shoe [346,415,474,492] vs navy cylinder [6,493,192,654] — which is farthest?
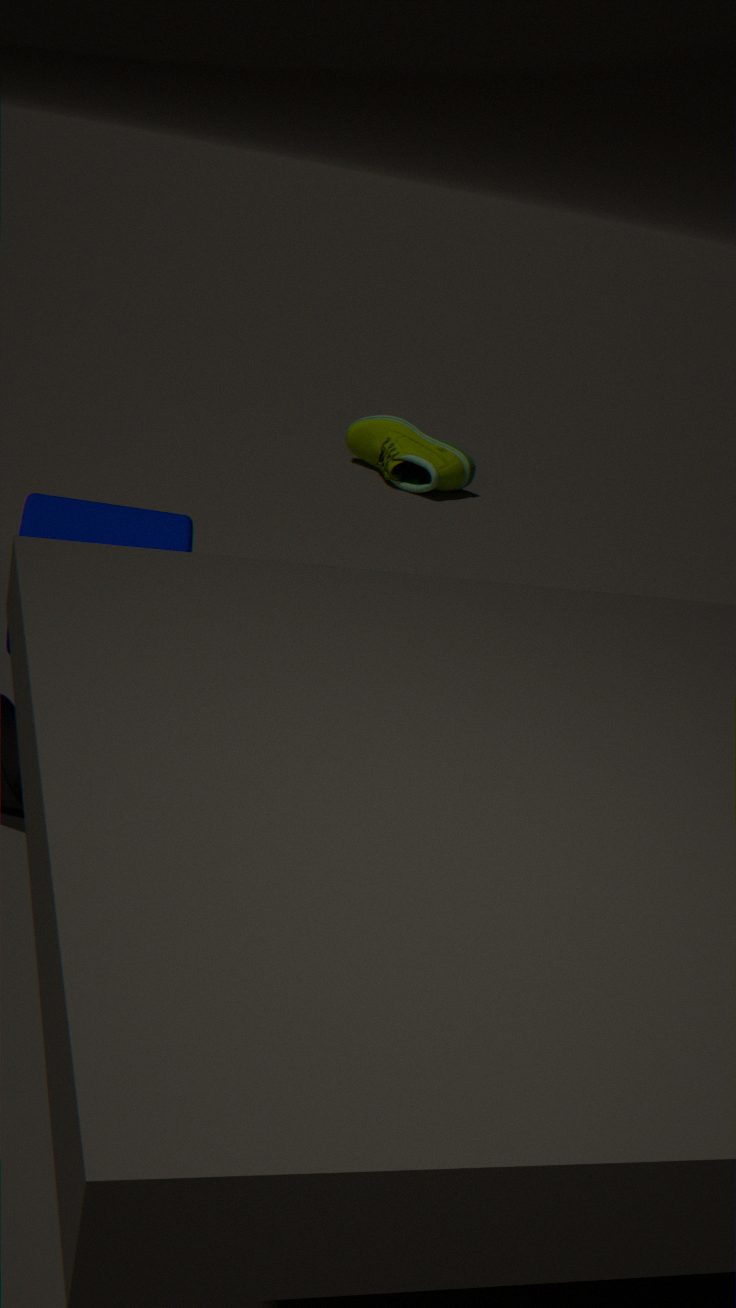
shoe [346,415,474,492]
